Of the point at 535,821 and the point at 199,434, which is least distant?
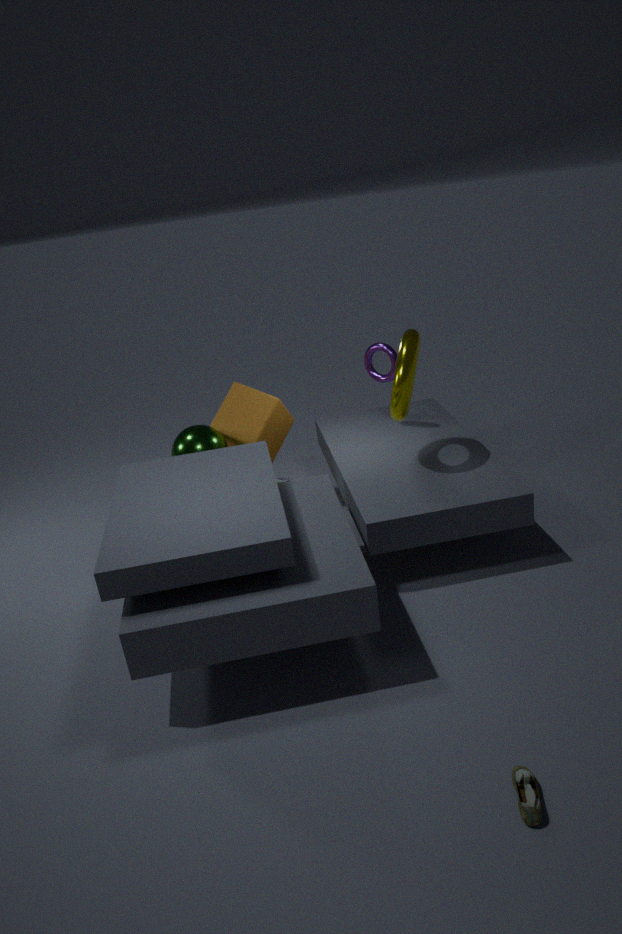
the point at 535,821
